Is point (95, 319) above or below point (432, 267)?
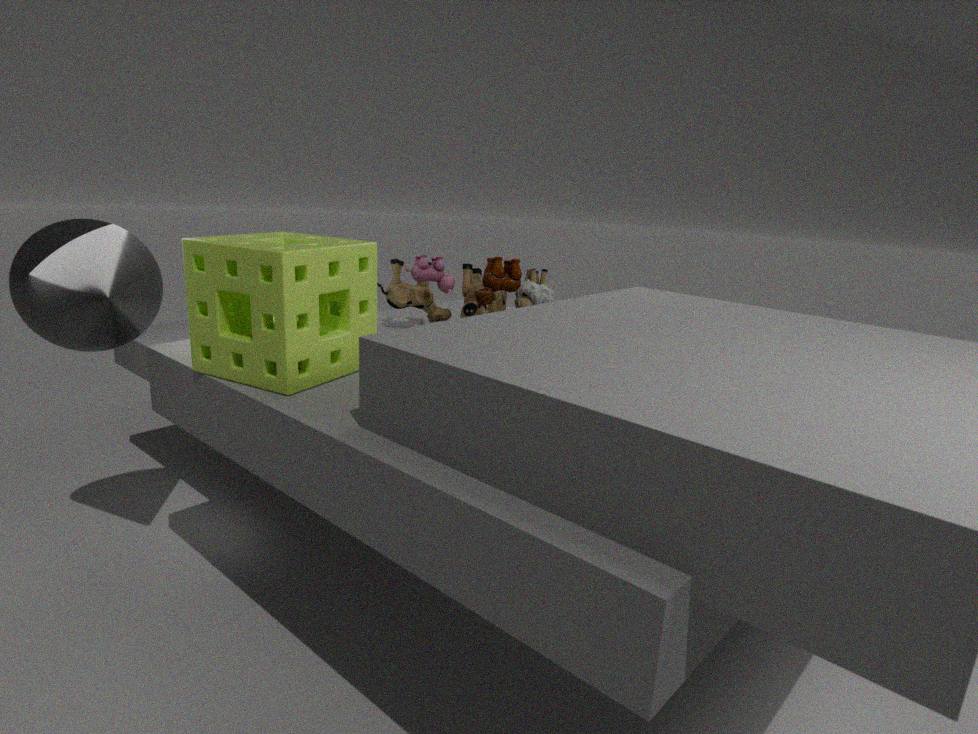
above
